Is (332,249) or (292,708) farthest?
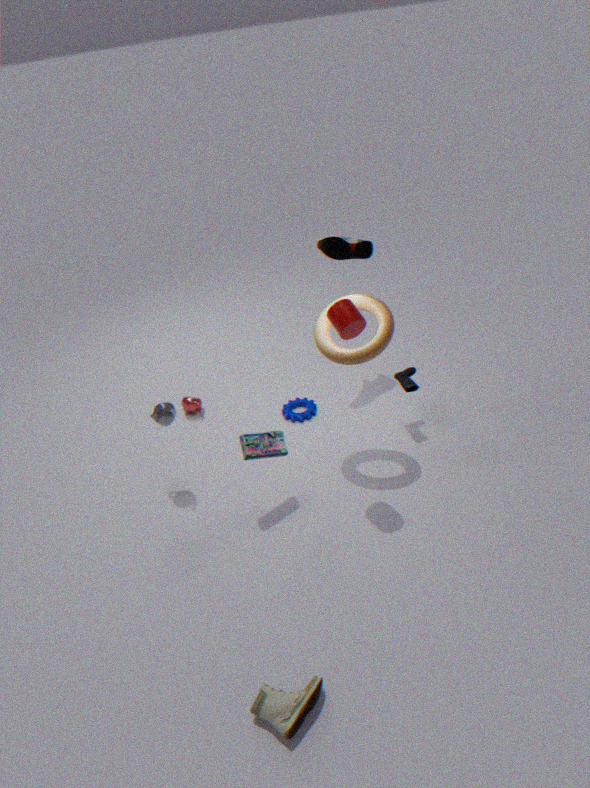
(332,249)
